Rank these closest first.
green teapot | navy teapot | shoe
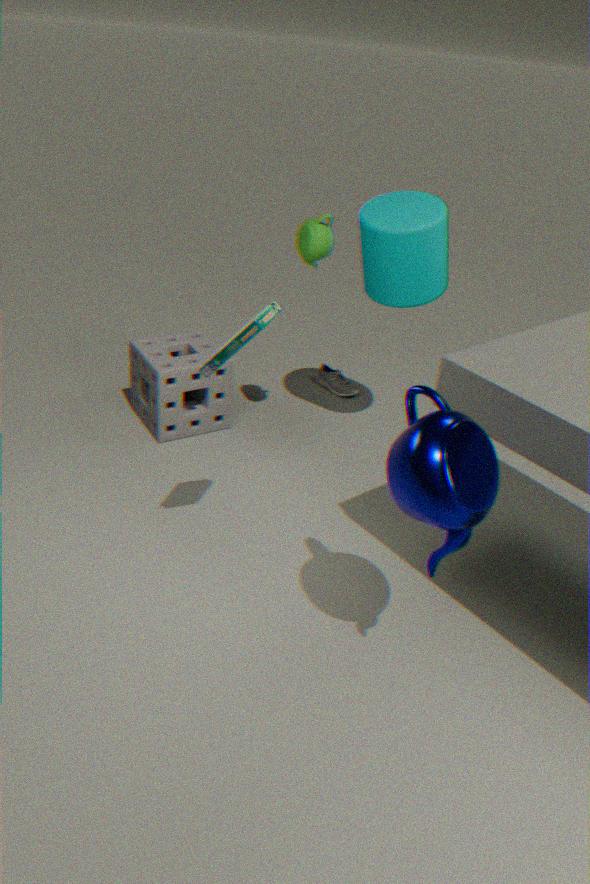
navy teapot
green teapot
shoe
